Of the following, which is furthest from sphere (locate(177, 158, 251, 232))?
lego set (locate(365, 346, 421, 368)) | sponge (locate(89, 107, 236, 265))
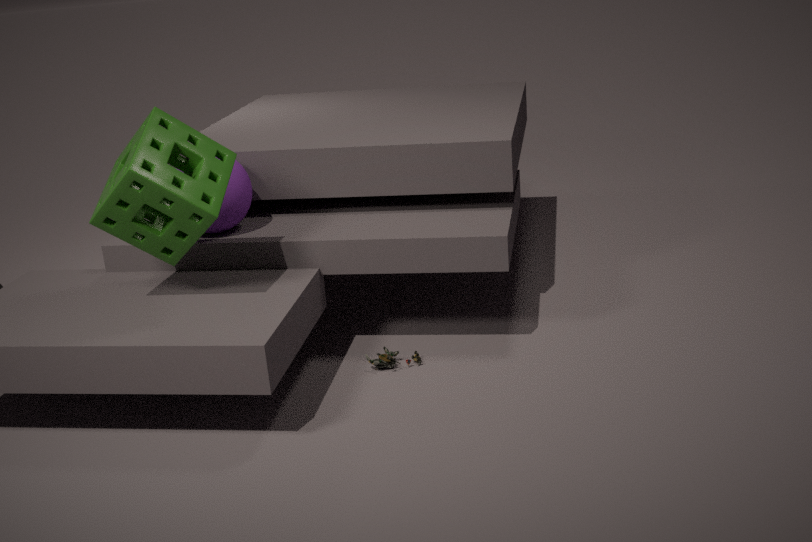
lego set (locate(365, 346, 421, 368))
